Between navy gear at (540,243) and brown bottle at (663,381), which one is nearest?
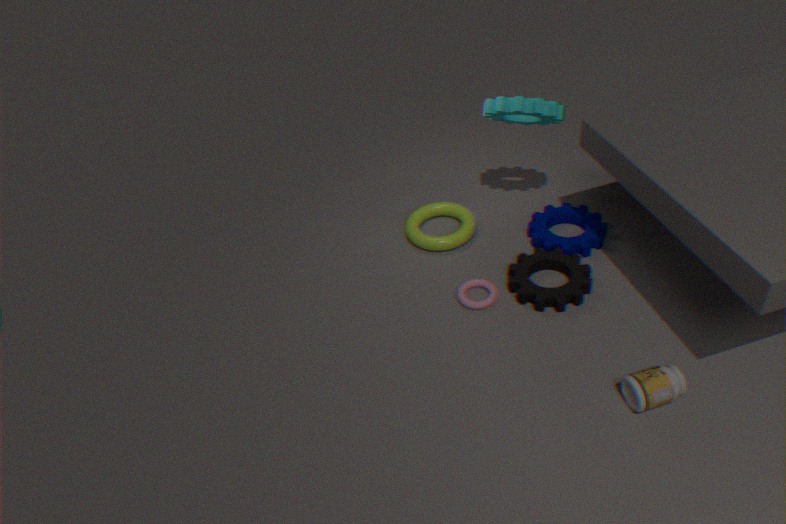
brown bottle at (663,381)
